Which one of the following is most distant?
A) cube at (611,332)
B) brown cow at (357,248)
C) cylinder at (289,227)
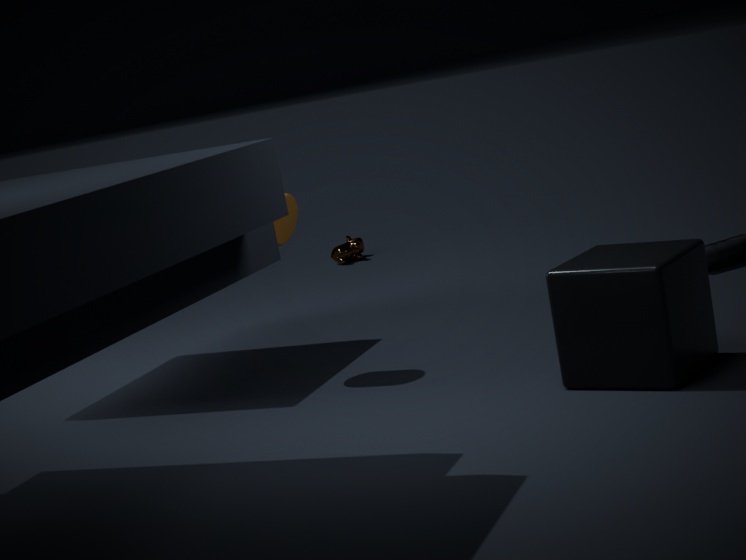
brown cow at (357,248)
